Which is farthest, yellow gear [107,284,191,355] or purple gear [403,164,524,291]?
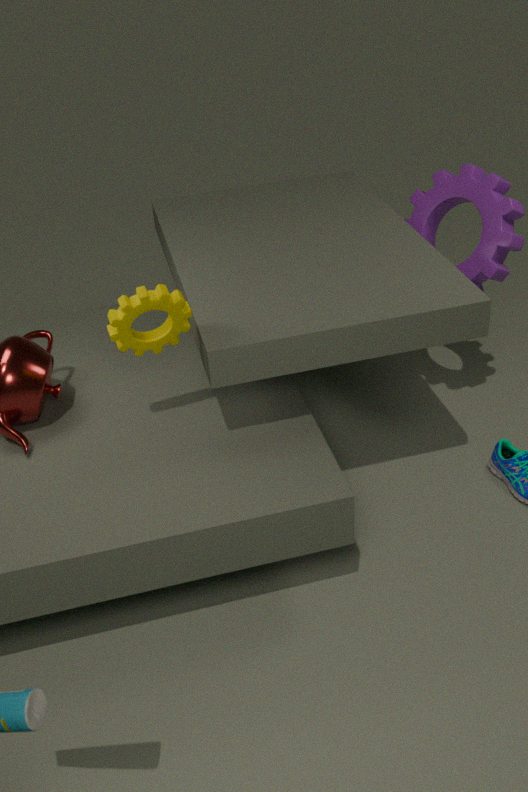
purple gear [403,164,524,291]
